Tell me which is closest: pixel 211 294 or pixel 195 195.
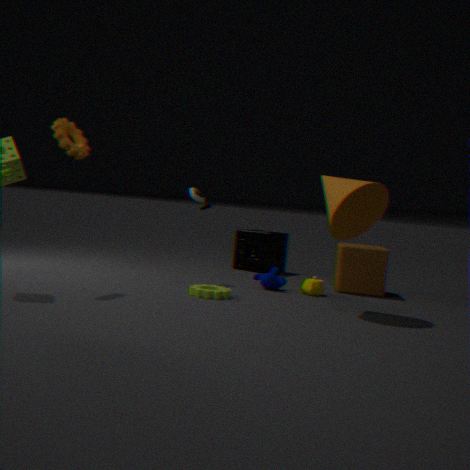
pixel 211 294
